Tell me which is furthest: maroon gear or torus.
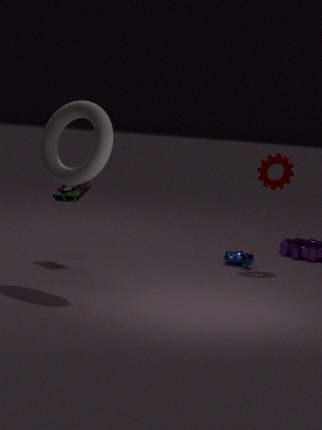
maroon gear
